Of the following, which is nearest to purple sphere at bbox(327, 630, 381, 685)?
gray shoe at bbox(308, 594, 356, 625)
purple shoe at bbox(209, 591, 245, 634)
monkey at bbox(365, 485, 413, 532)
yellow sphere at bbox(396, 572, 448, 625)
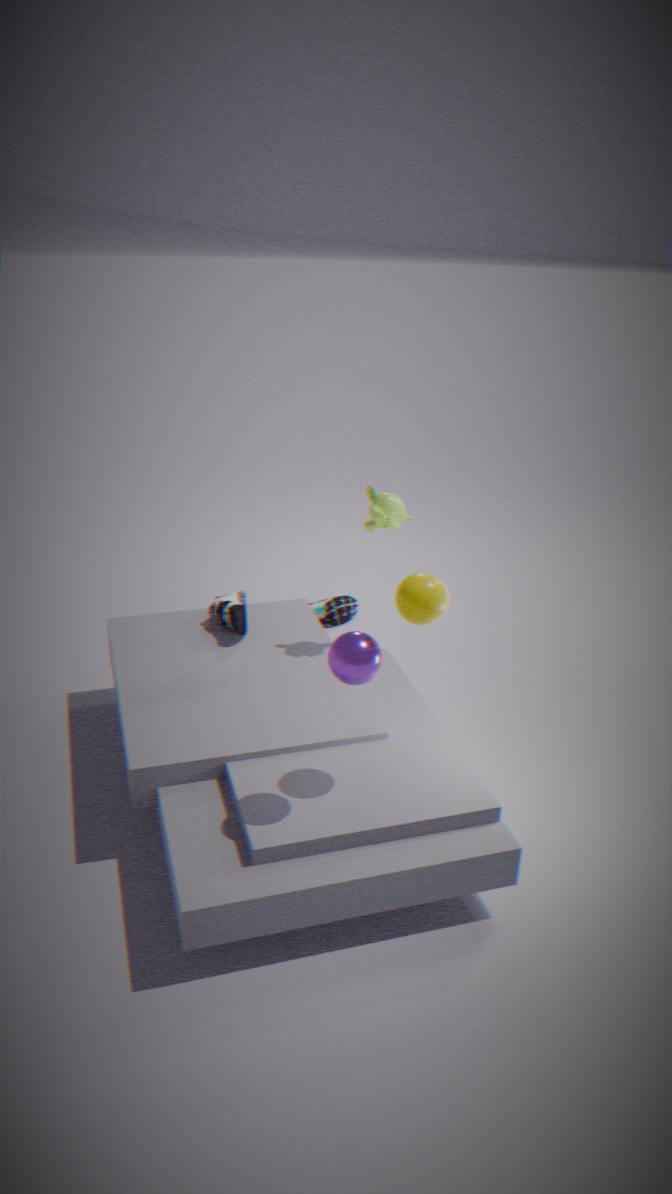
yellow sphere at bbox(396, 572, 448, 625)
